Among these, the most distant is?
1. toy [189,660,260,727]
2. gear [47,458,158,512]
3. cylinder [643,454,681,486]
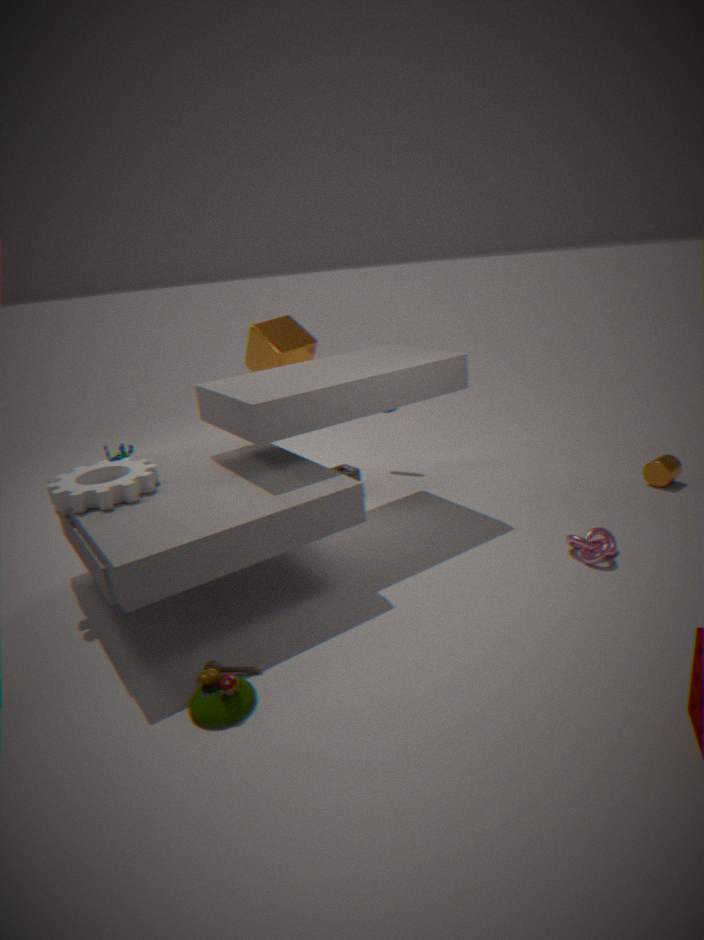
cylinder [643,454,681,486]
